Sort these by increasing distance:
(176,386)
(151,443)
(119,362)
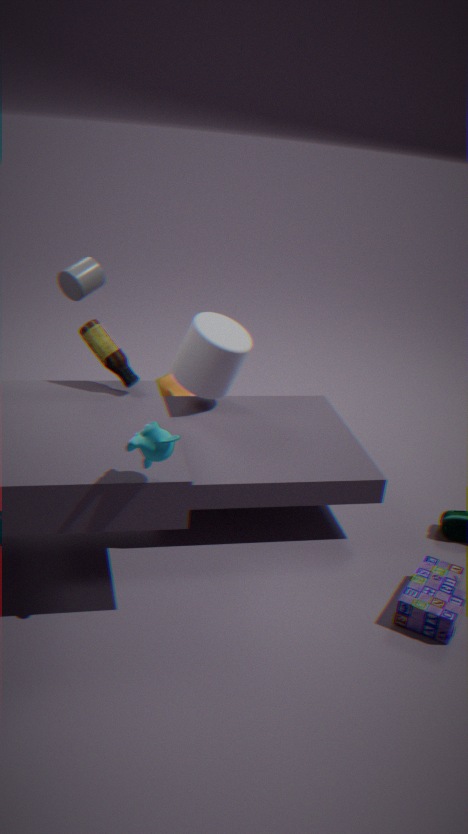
(151,443), (119,362), (176,386)
